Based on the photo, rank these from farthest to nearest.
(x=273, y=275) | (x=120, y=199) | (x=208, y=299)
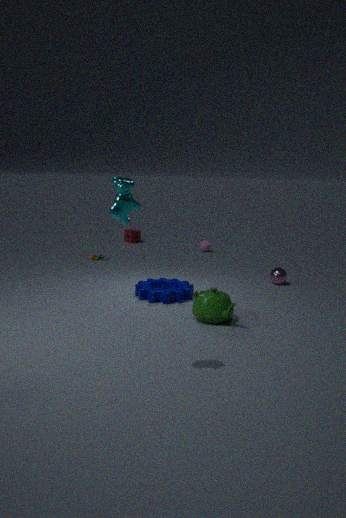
(x=273, y=275) < (x=208, y=299) < (x=120, y=199)
